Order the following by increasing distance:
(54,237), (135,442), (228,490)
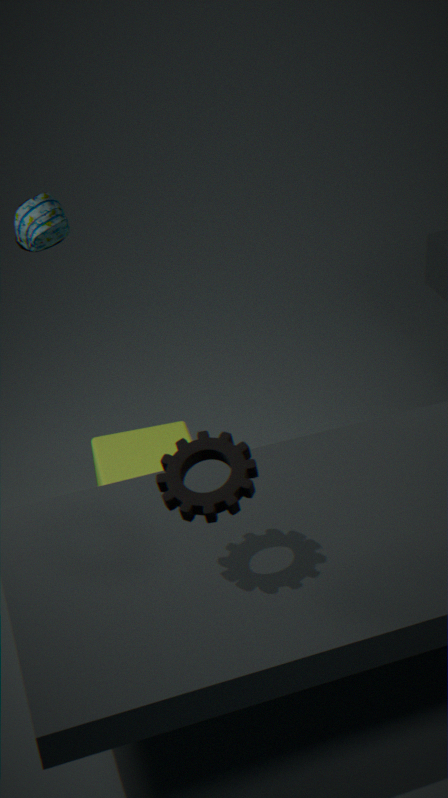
(228,490), (54,237), (135,442)
